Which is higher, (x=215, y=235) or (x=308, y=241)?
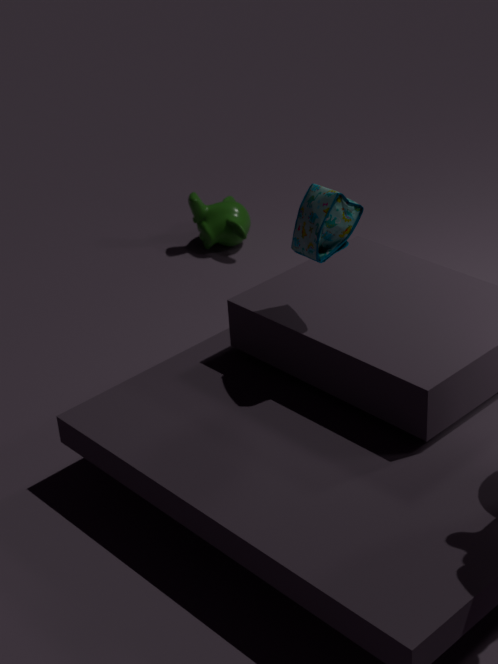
(x=308, y=241)
